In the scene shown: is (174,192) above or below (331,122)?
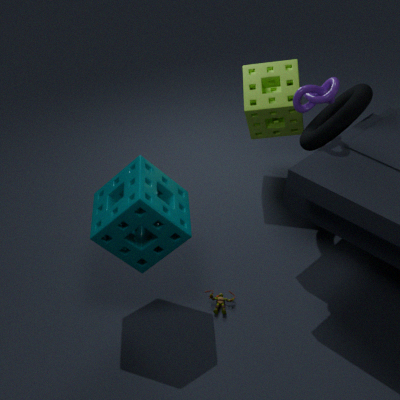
below
